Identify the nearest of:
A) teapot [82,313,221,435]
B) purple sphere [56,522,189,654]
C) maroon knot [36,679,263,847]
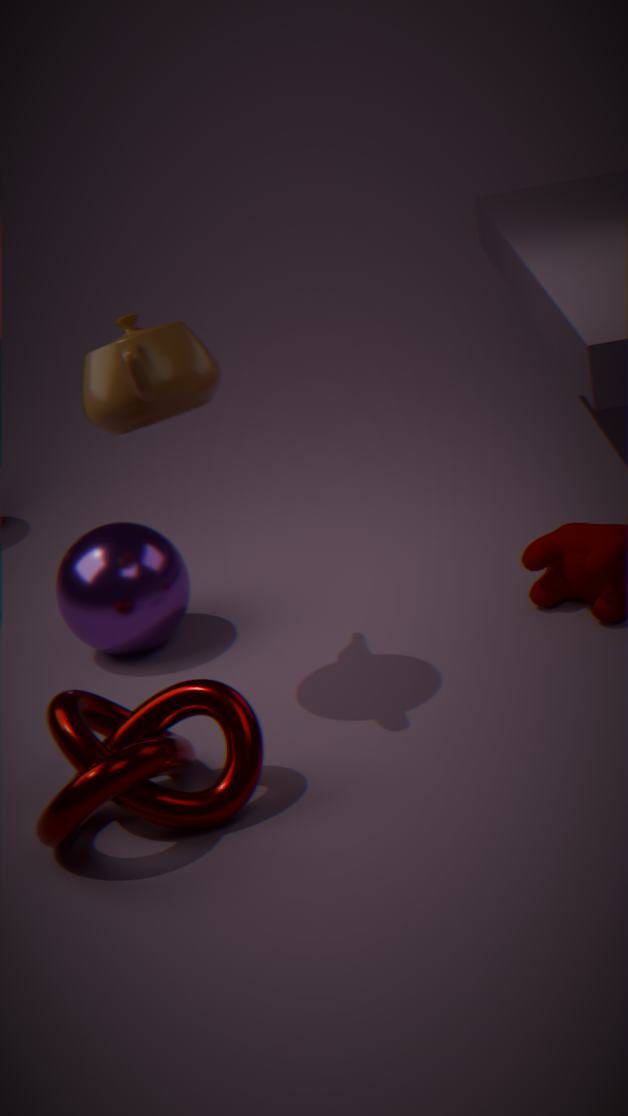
maroon knot [36,679,263,847]
